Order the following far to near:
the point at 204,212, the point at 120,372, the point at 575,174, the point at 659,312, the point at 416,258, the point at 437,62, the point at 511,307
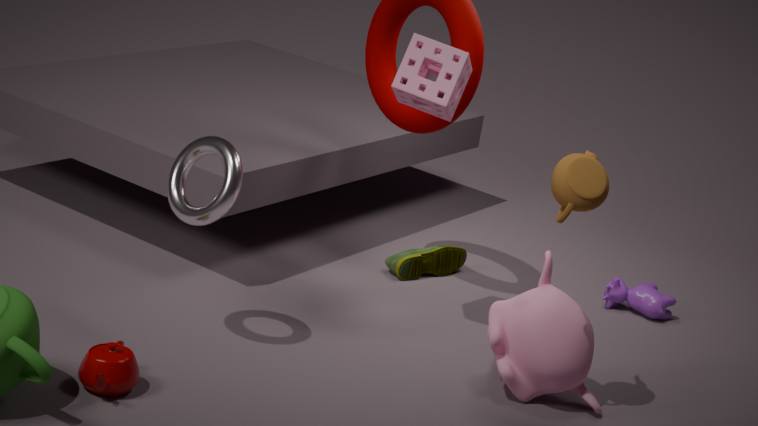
the point at 416,258
the point at 659,312
the point at 437,62
the point at 511,307
the point at 204,212
the point at 575,174
the point at 120,372
